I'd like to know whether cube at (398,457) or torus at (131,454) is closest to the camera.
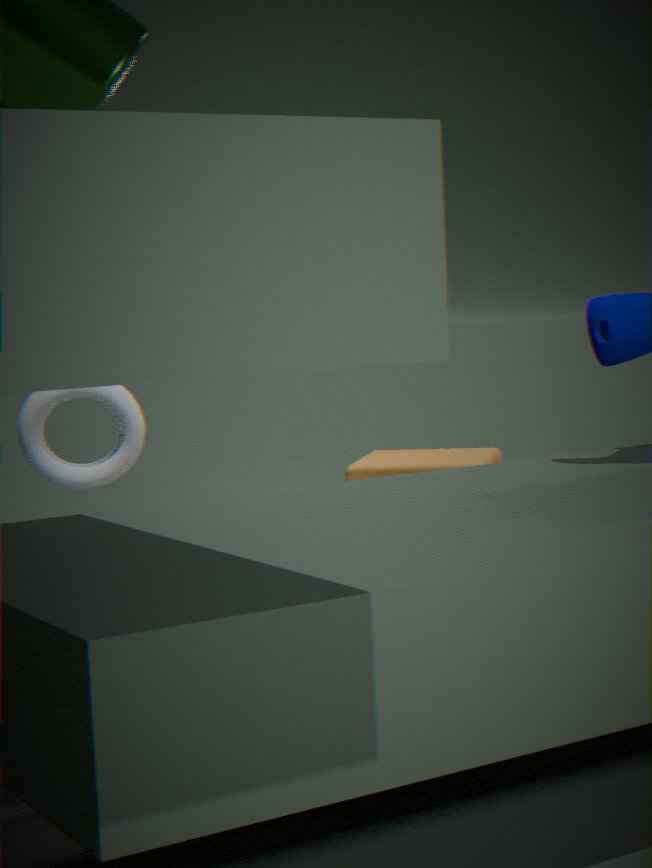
torus at (131,454)
